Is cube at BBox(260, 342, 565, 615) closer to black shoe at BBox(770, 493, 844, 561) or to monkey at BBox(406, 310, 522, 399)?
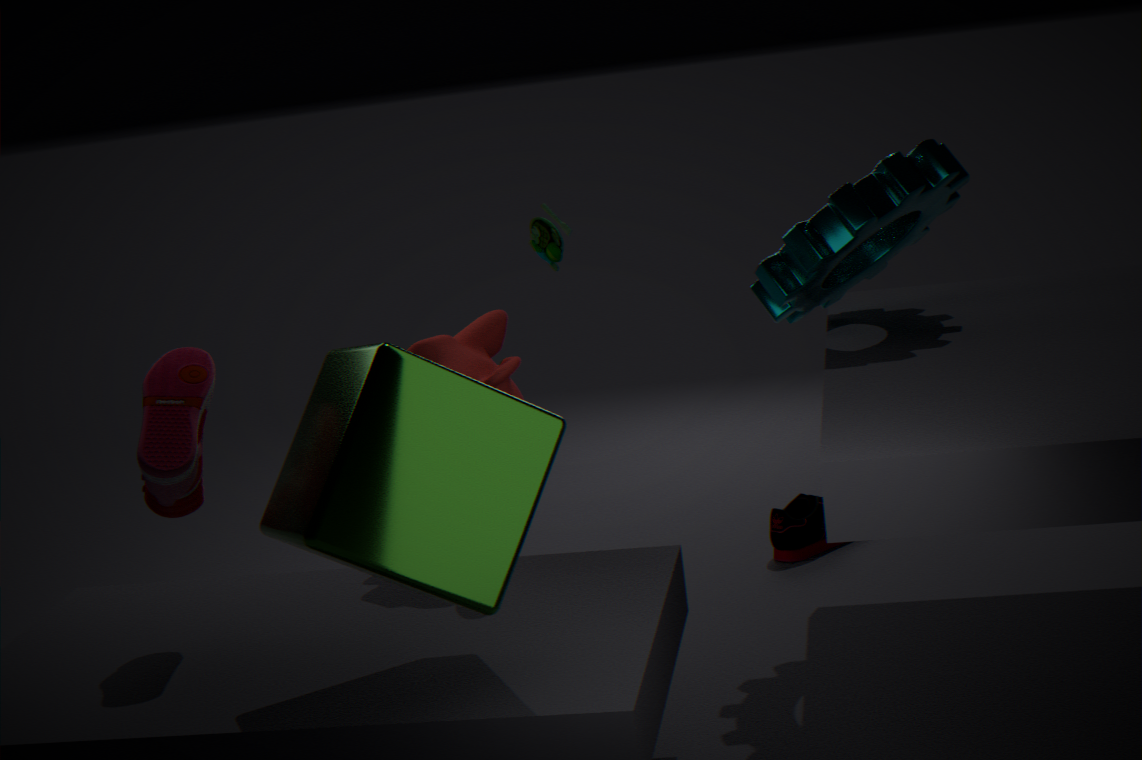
monkey at BBox(406, 310, 522, 399)
